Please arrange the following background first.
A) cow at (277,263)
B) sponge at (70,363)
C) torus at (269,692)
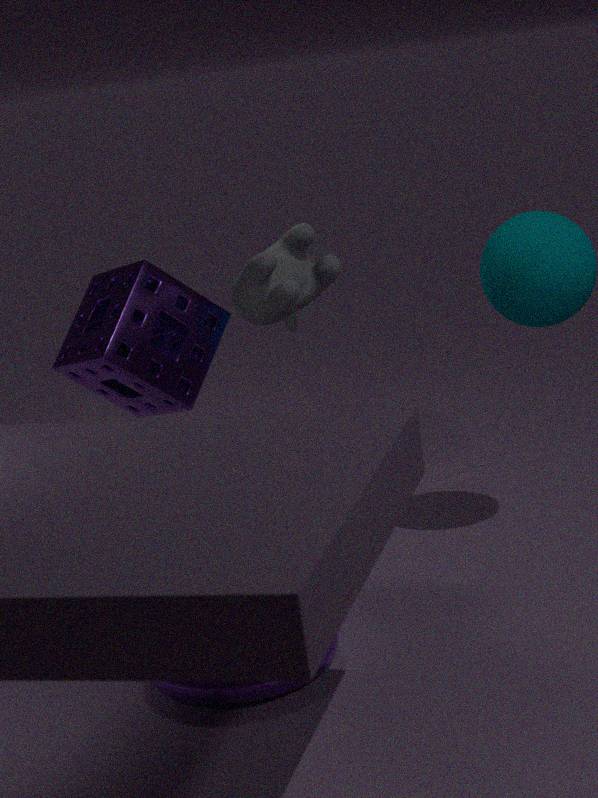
sponge at (70,363)
cow at (277,263)
torus at (269,692)
